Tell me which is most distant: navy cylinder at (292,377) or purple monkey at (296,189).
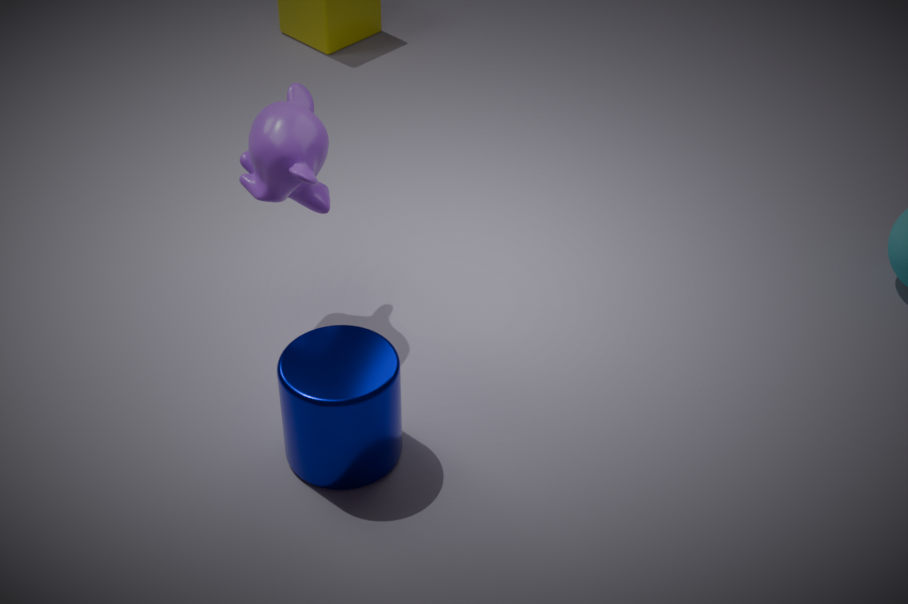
purple monkey at (296,189)
